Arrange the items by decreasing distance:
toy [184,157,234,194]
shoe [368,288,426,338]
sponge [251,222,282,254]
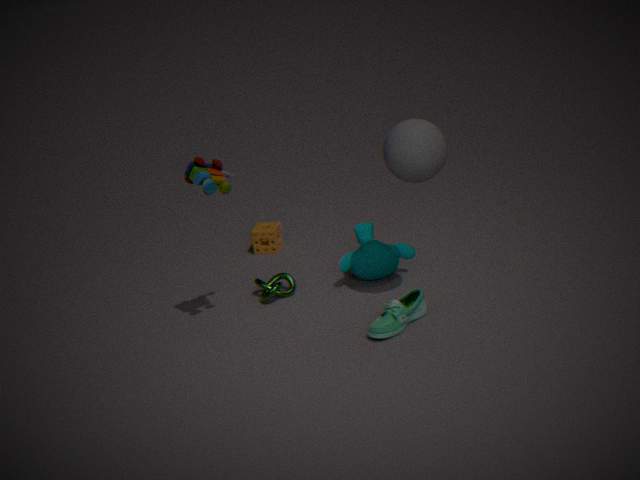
sponge [251,222,282,254], shoe [368,288,426,338], toy [184,157,234,194]
